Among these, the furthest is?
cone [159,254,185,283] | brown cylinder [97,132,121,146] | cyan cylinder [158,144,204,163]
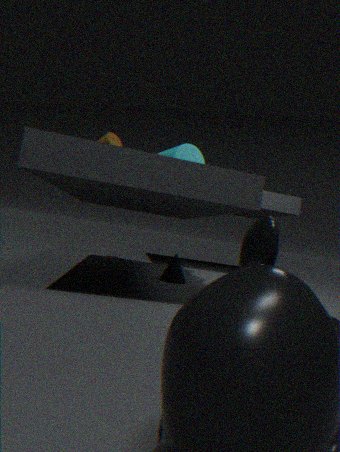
brown cylinder [97,132,121,146]
